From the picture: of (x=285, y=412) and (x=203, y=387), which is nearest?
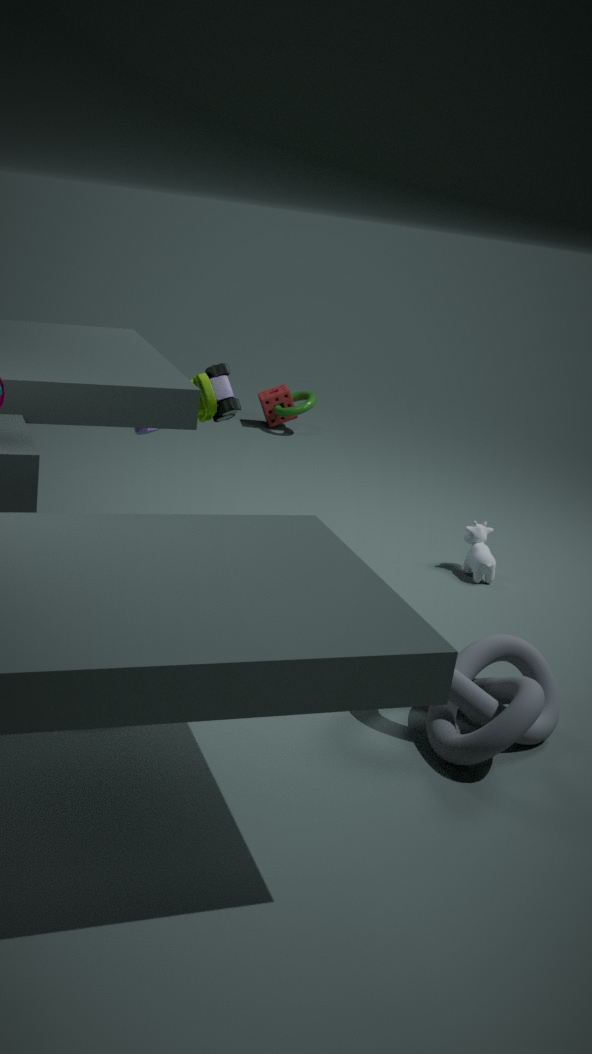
(x=203, y=387)
